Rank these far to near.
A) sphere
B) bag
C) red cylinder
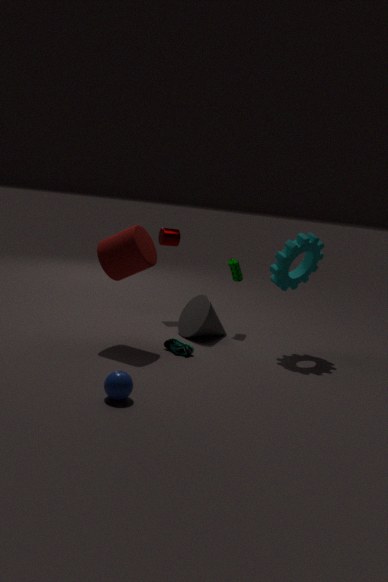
1. bag
2. red cylinder
3. sphere
